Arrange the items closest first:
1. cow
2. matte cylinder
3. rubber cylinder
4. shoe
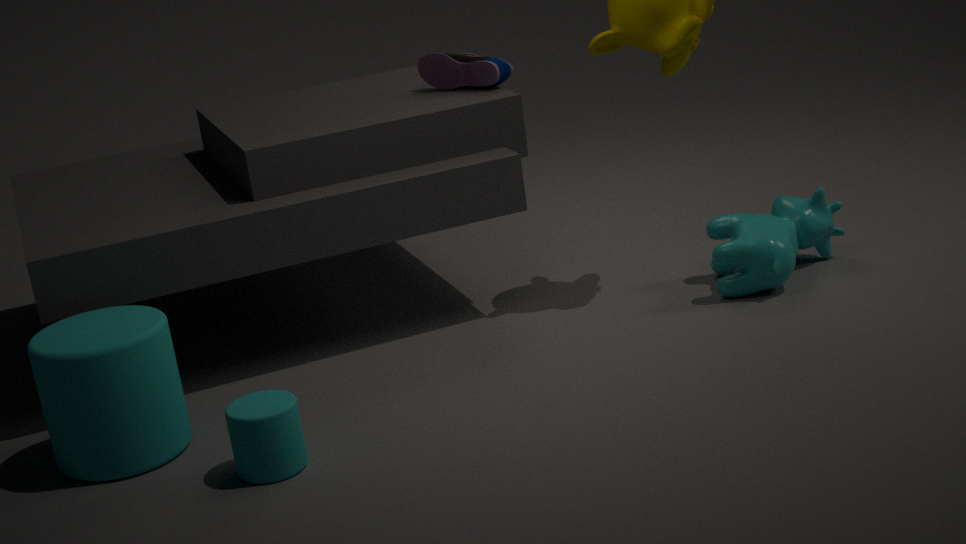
1. rubber cylinder
2. matte cylinder
3. cow
4. shoe
